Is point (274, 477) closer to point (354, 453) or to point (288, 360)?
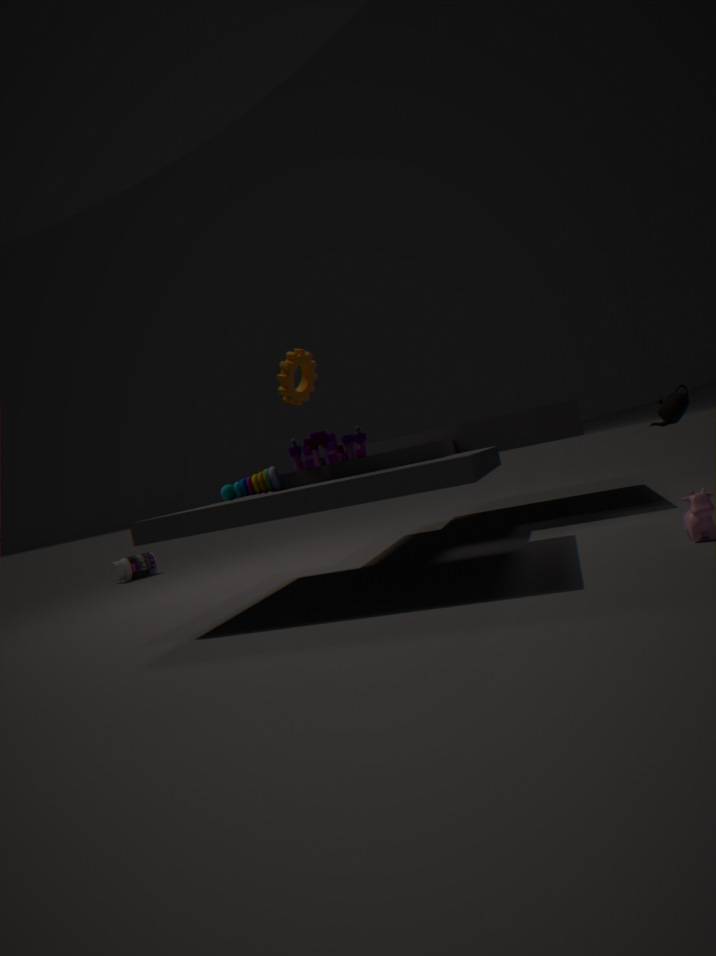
point (354, 453)
